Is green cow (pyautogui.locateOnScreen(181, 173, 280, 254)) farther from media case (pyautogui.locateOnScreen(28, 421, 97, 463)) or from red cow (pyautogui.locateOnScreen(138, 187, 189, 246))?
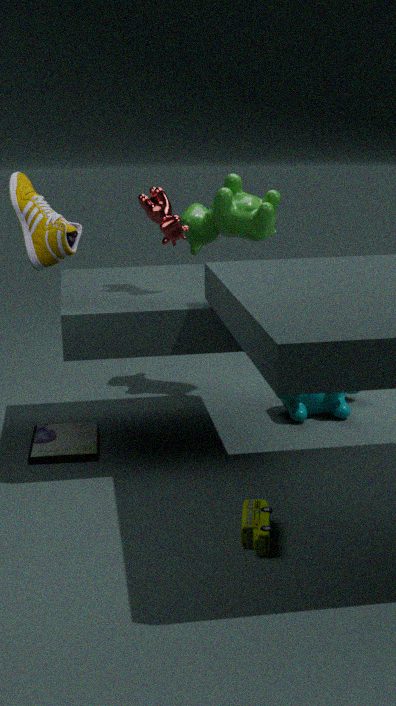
media case (pyautogui.locateOnScreen(28, 421, 97, 463))
